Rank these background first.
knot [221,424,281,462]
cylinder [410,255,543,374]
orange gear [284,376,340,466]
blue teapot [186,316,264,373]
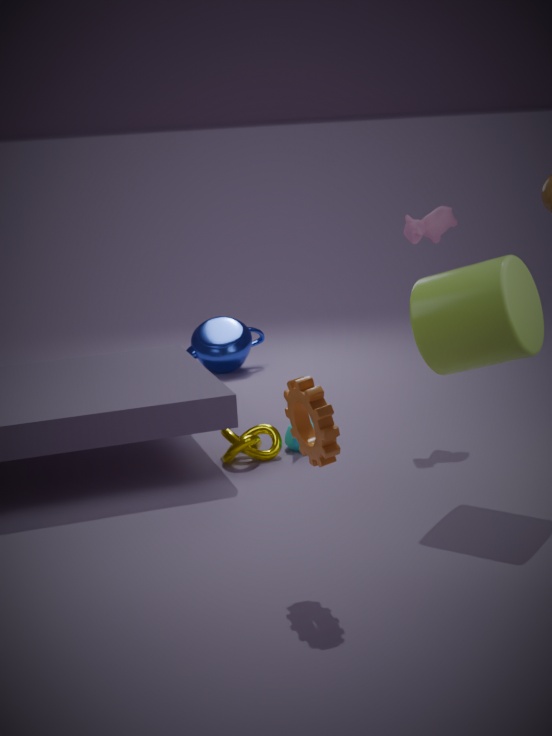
blue teapot [186,316,264,373] → knot [221,424,281,462] → cylinder [410,255,543,374] → orange gear [284,376,340,466]
